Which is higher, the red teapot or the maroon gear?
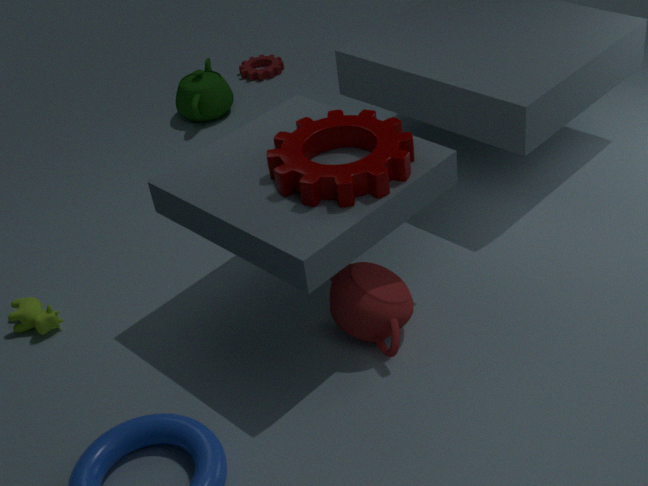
the maroon gear
